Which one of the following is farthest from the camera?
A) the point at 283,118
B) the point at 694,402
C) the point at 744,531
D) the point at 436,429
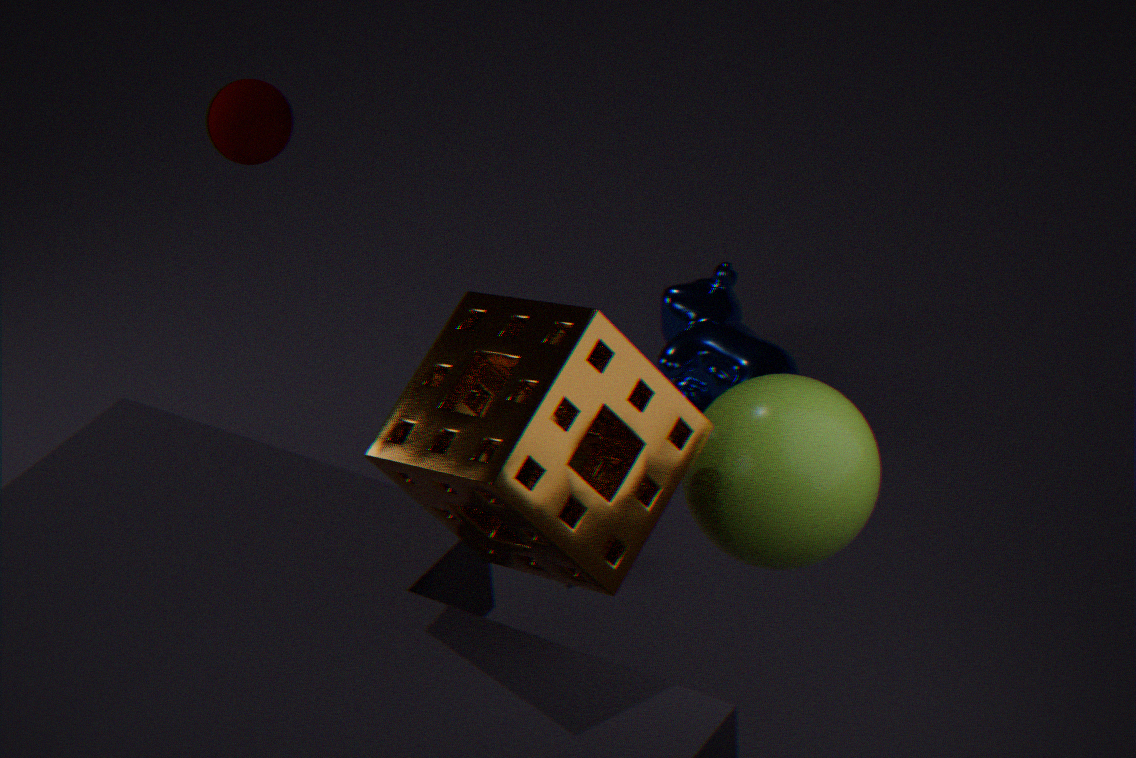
the point at 694,402
